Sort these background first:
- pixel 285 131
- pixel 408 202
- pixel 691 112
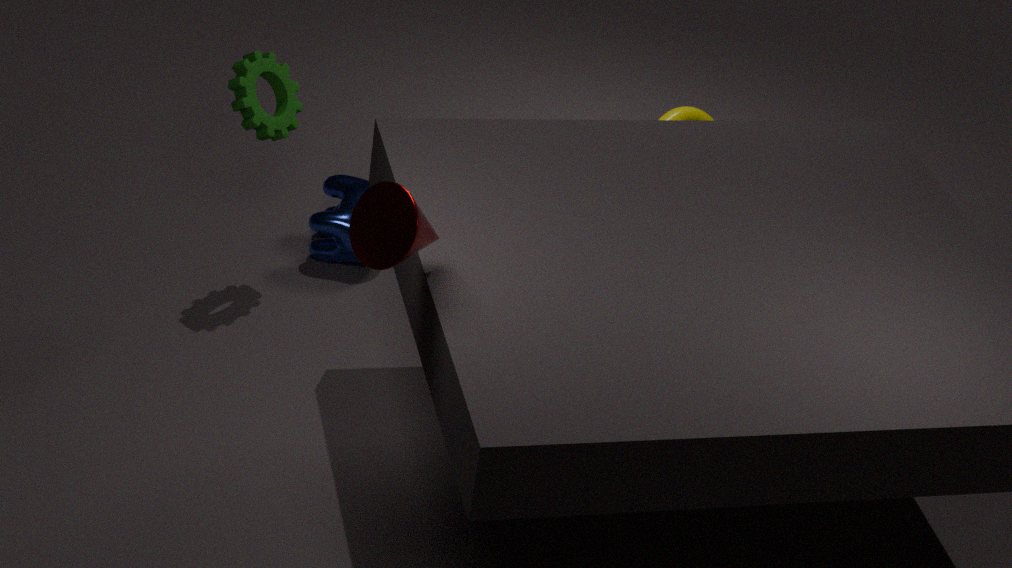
pixel 691 112 < pixel 285 131 < pixel 408 202
